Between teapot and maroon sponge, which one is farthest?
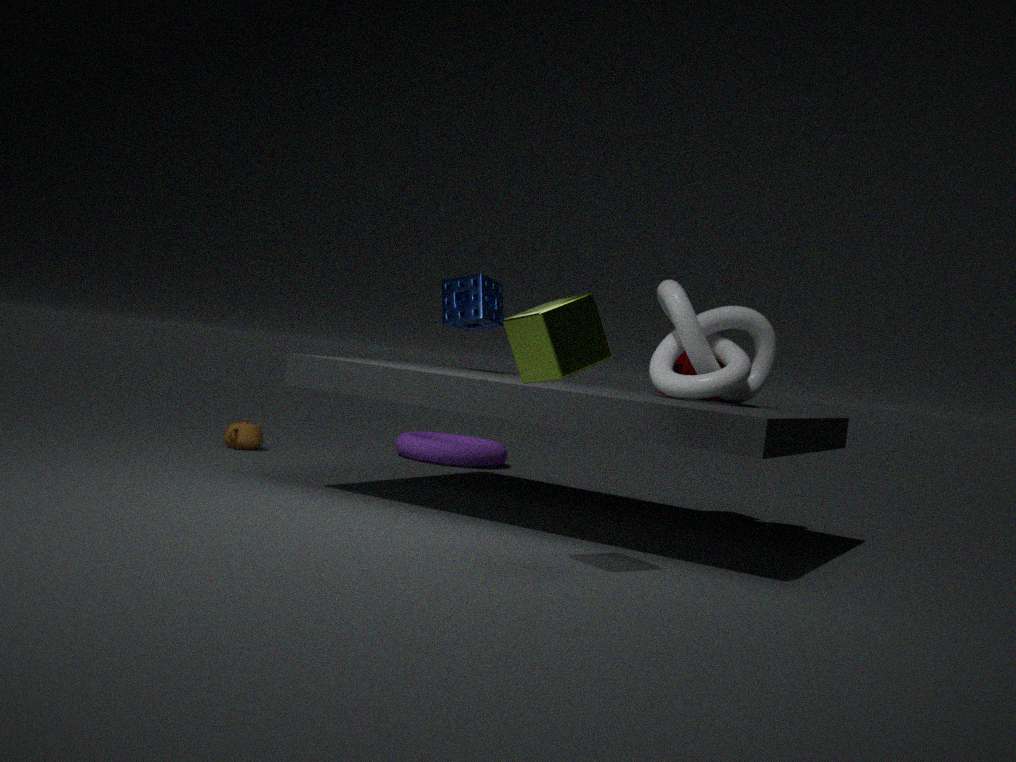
teapot
